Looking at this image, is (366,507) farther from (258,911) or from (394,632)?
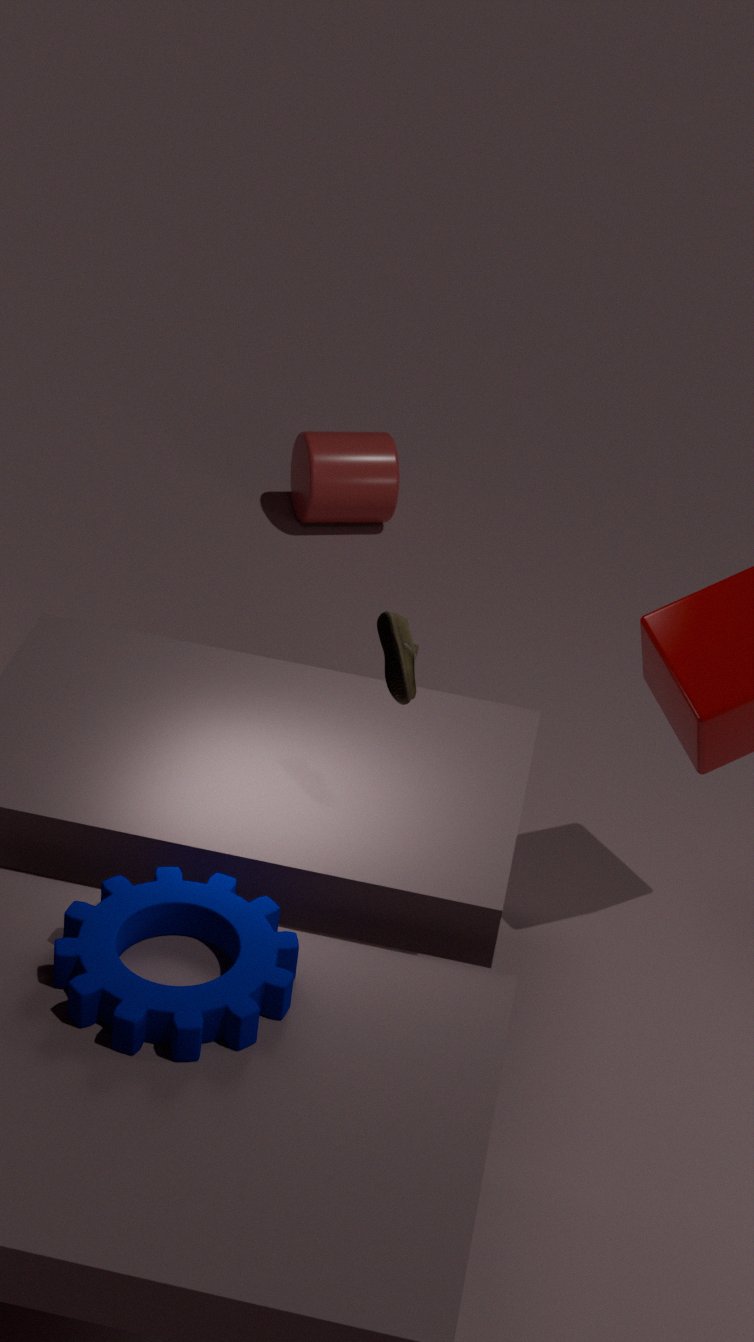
(258,911)
